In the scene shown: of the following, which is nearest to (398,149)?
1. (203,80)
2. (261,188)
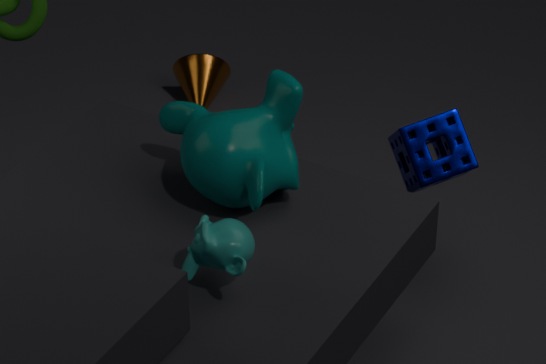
(261,188)
